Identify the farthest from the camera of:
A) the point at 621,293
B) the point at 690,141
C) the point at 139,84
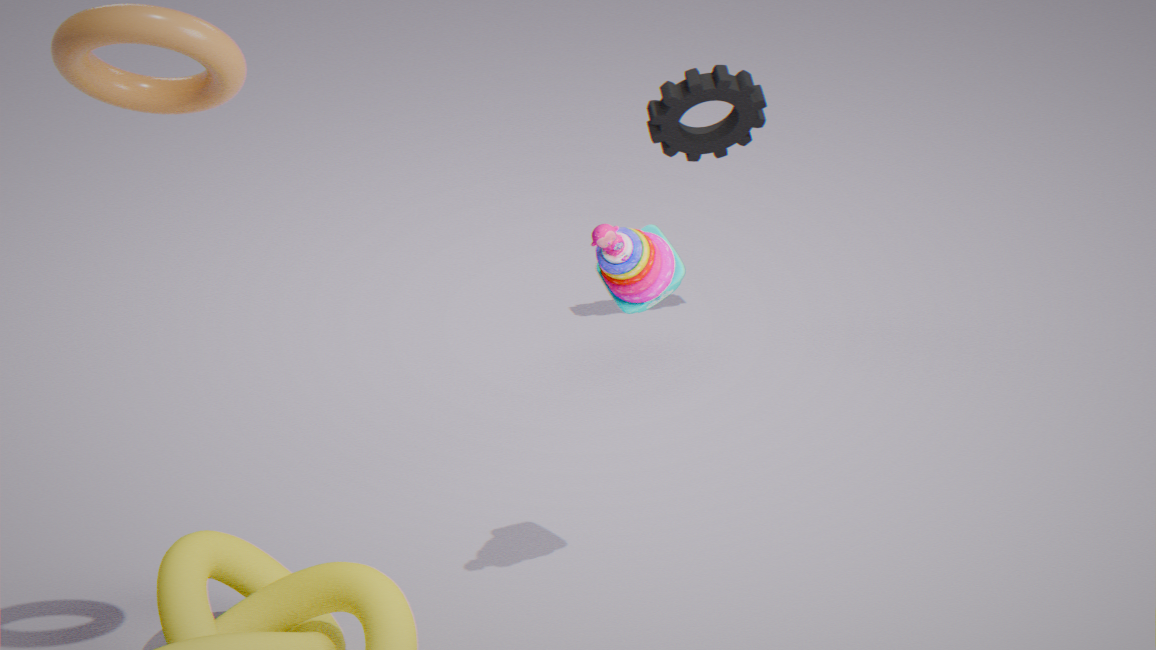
the point at 690,141
